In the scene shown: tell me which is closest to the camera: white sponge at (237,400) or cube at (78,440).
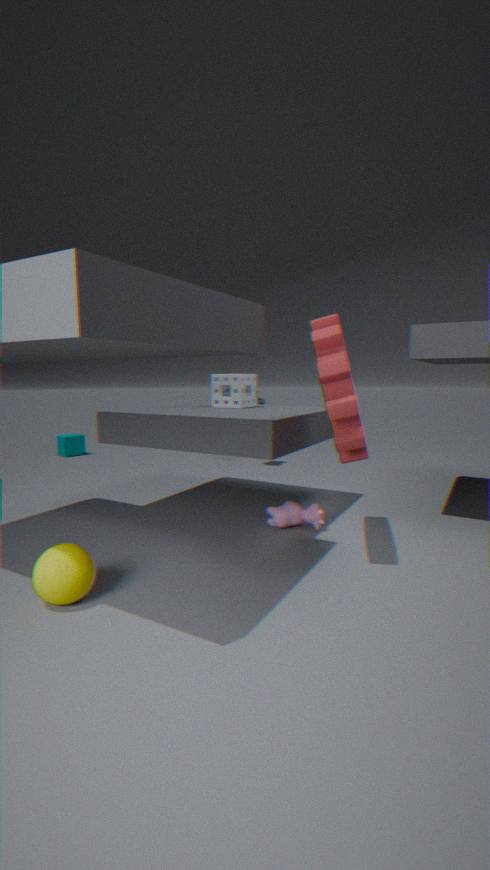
white sponge at (237,400)
